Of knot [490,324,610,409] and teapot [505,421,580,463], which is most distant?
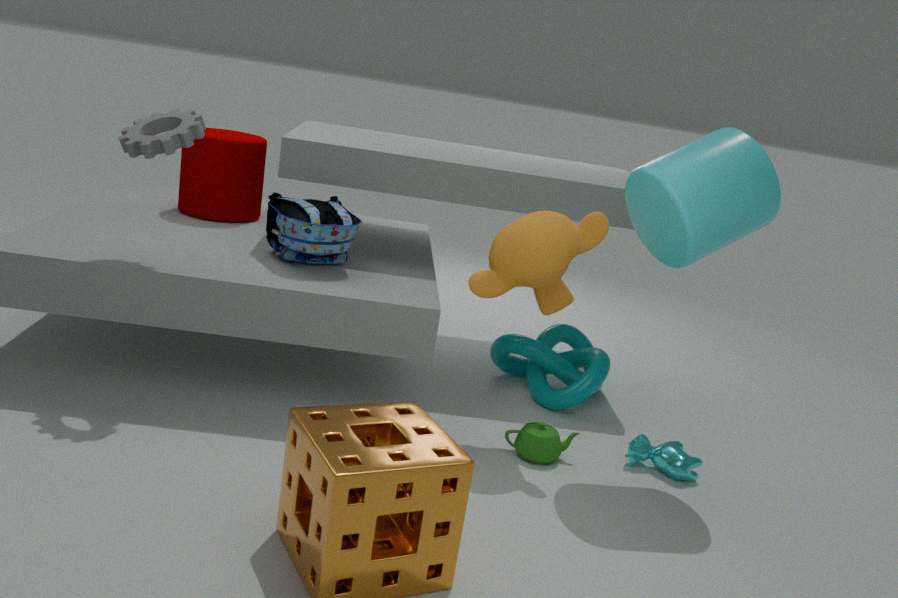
knot [490,324,610,409]
